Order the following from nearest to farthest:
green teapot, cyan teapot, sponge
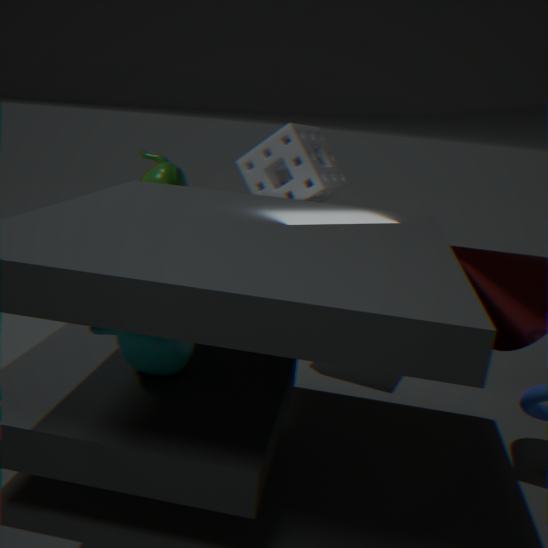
cyan teapot, sponge, green teapot
